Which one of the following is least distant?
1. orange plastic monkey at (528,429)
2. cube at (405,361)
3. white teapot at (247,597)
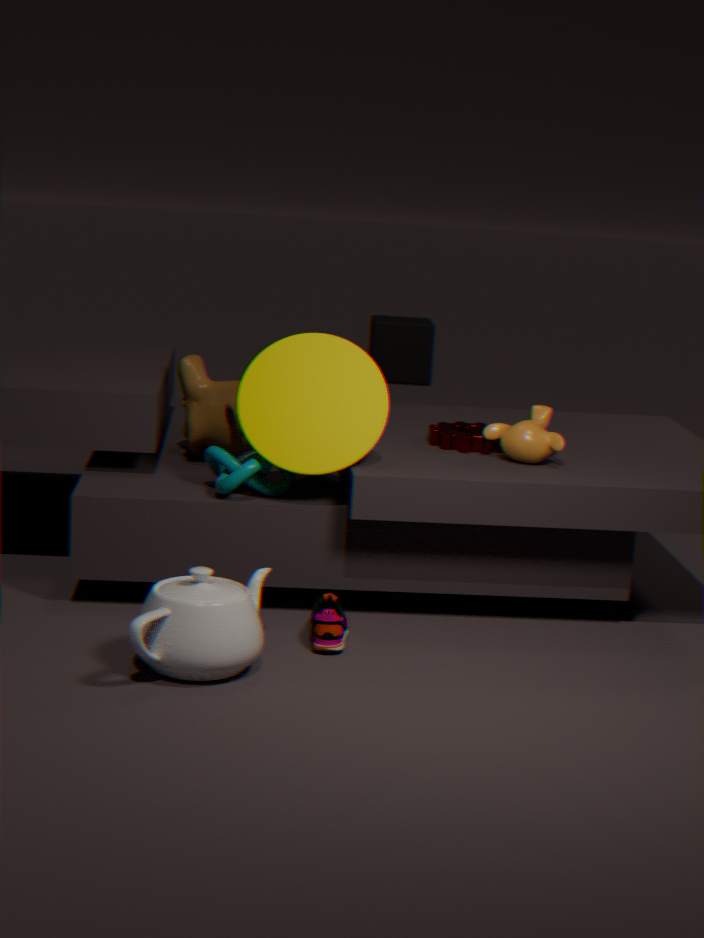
white teapot at (247,597)
